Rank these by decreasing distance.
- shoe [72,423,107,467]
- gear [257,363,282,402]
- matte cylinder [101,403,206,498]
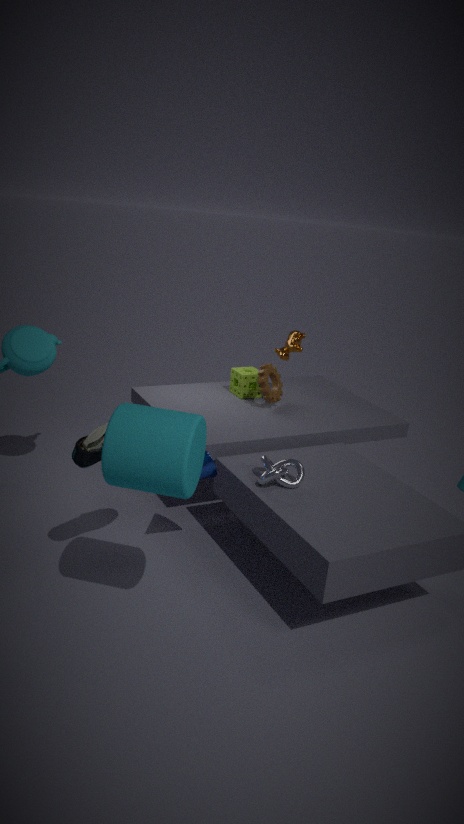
gear [257,363,282,402], shoe [72,423,107,467], matte cylinder [101,403,206,498]
